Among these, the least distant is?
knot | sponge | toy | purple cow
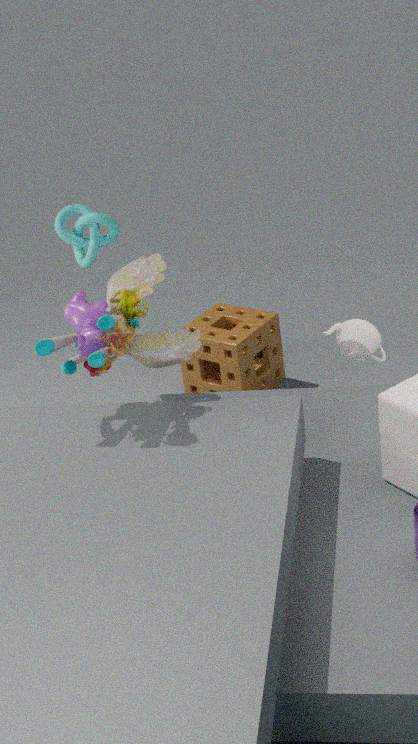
toy
